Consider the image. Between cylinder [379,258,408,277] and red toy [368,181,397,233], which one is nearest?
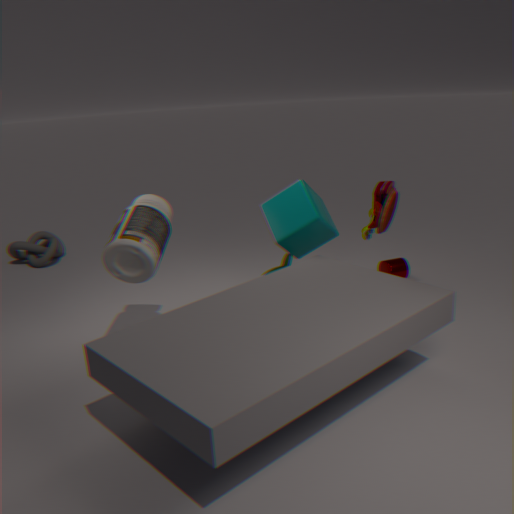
red toy [368,181,397,233]
